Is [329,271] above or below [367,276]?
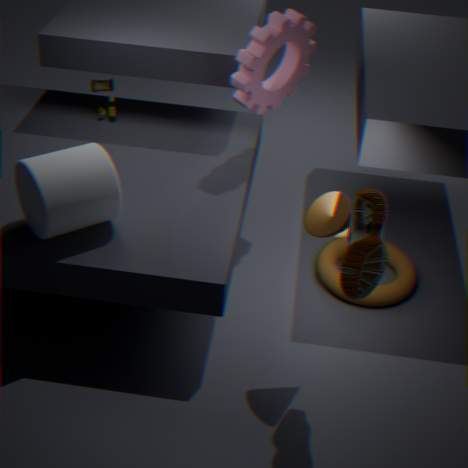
below
